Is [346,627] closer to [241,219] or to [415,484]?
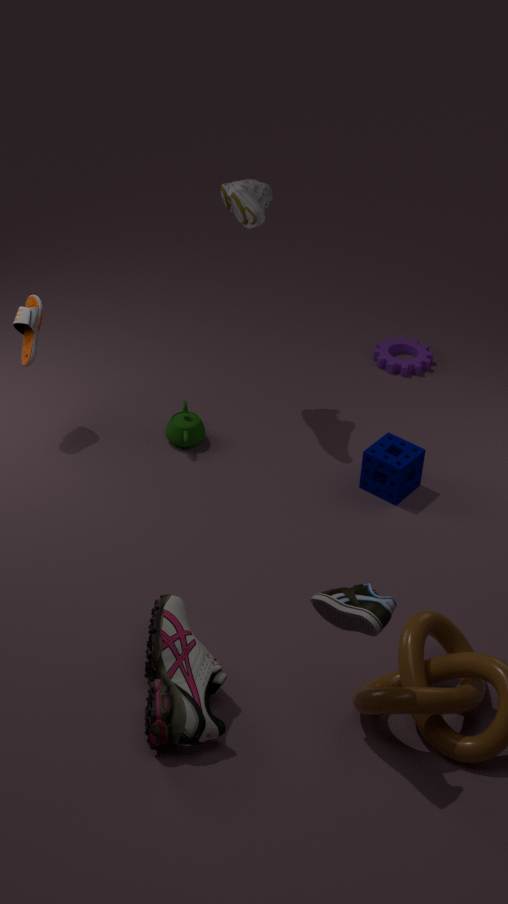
[415,484]
